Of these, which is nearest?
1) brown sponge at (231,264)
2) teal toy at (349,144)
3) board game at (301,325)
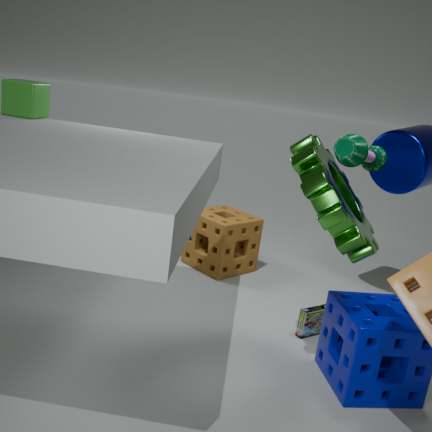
2. teal toy at (349,144)
